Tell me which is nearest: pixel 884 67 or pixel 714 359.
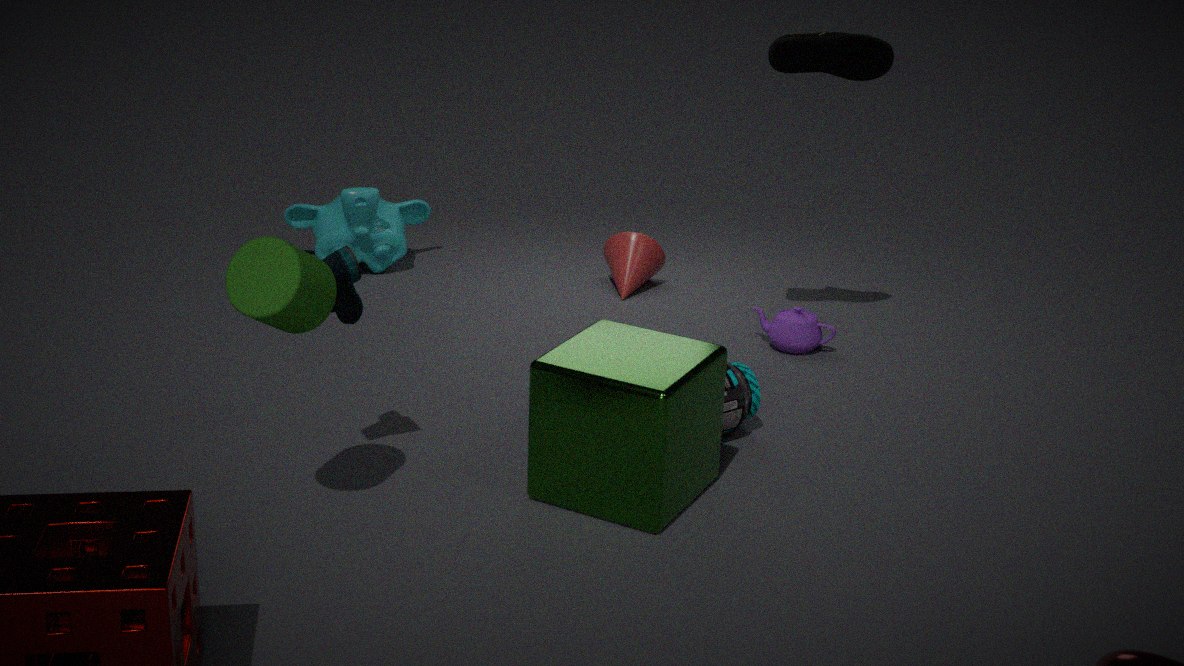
pixel 714 359
